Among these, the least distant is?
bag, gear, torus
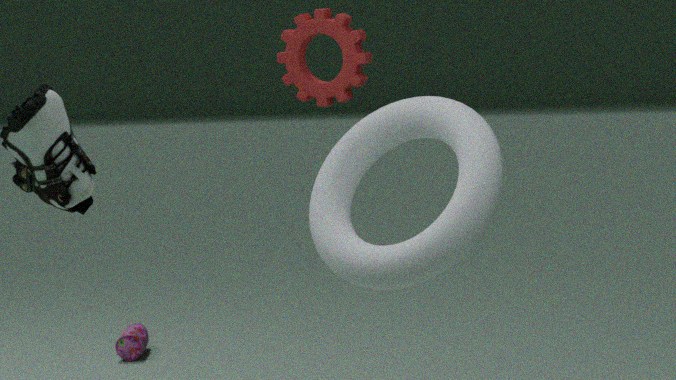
torus
